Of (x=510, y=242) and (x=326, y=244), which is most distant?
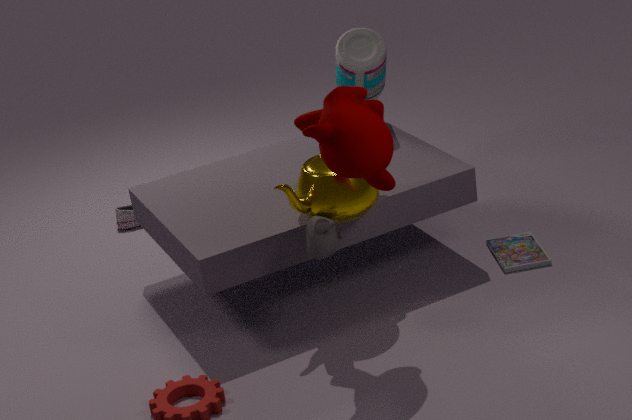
(x=510, y=242)
